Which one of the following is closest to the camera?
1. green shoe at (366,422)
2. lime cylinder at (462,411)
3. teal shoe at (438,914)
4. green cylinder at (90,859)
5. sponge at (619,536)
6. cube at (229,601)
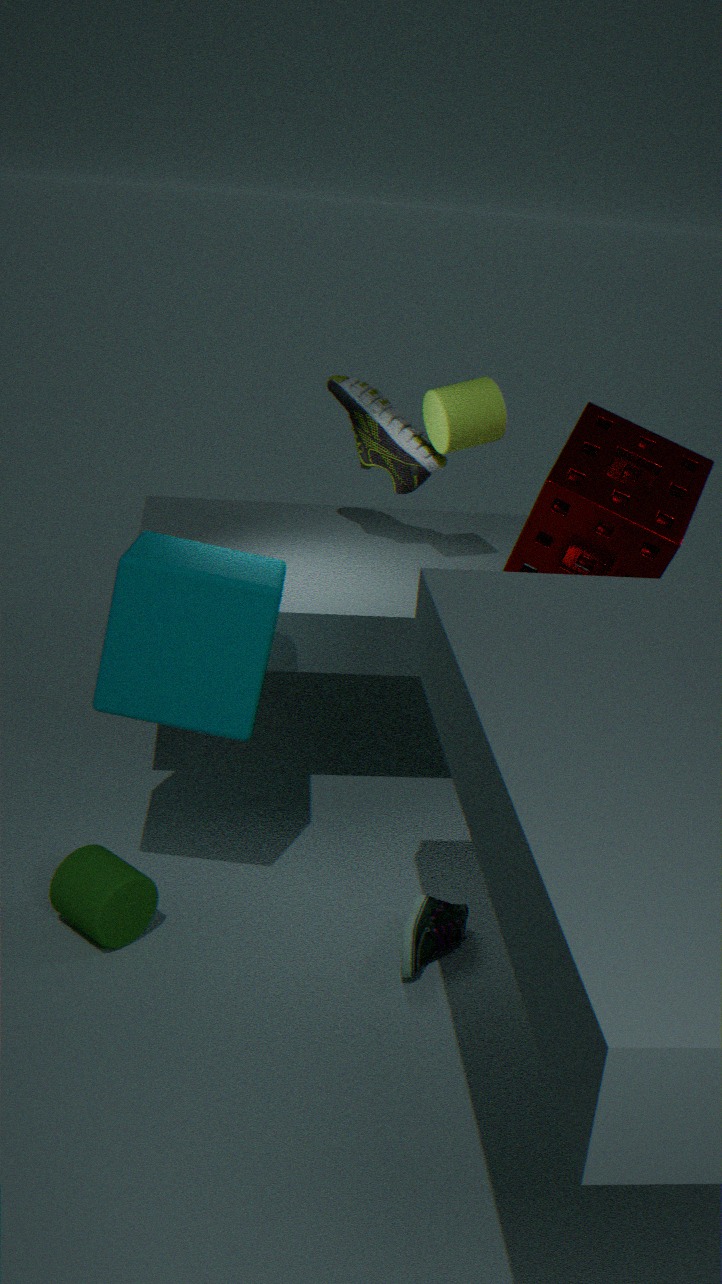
cube at (229,601)
